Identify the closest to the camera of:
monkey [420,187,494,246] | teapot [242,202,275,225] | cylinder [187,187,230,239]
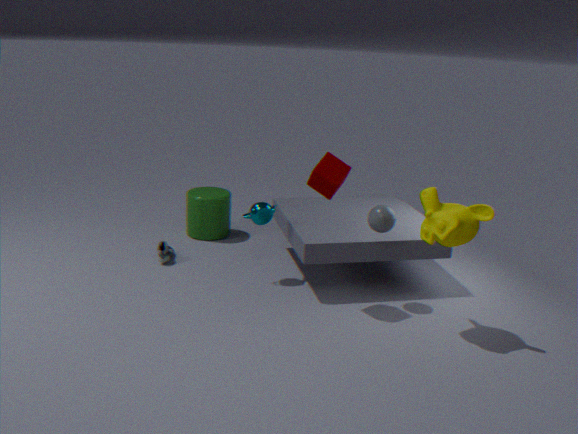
monkey [420,187,494,246]
